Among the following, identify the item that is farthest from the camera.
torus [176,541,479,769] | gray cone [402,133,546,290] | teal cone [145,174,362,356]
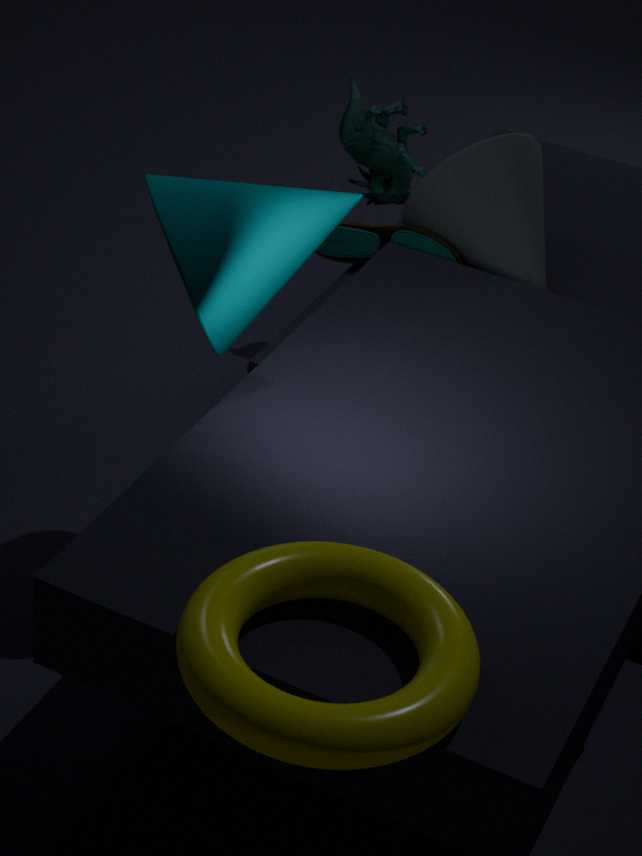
gray cone [402,133,546,290]
